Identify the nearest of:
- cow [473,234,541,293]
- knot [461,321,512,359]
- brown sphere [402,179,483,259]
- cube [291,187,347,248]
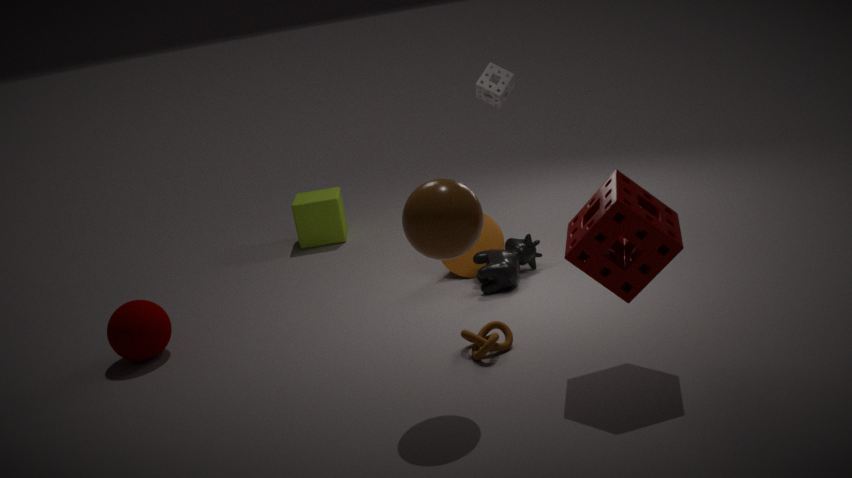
brown sphere [402,179,483,259]
